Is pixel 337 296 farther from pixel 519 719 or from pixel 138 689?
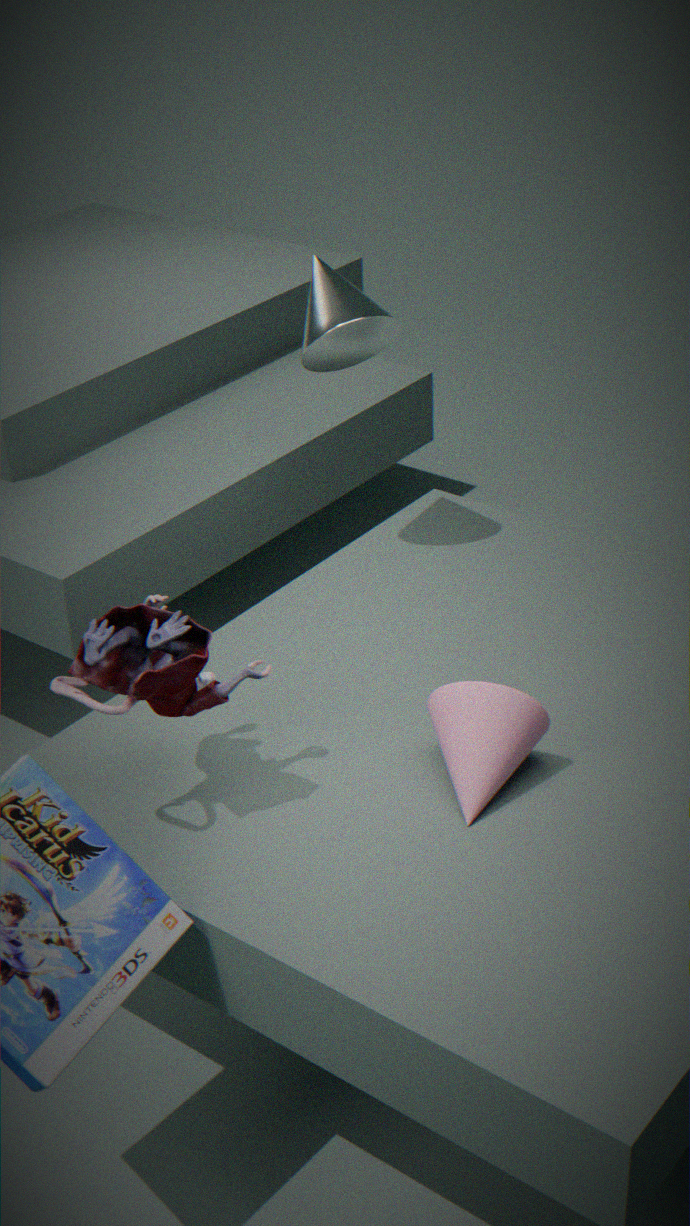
pixel 519 719
